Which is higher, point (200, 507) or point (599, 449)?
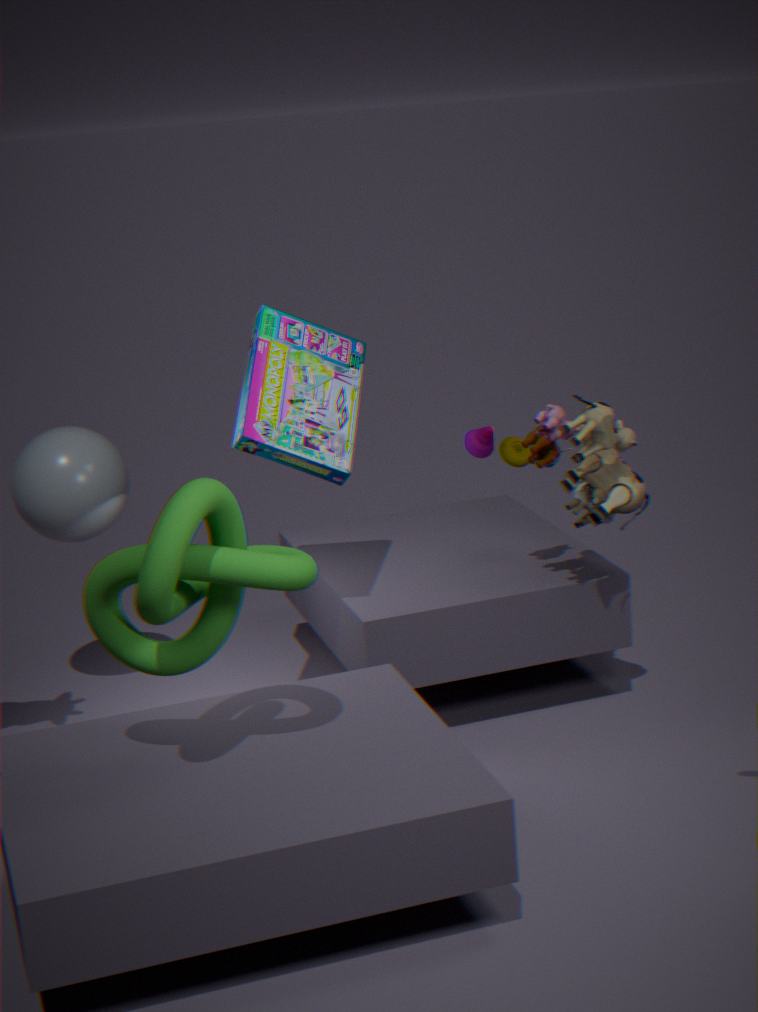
point (200, 507)
